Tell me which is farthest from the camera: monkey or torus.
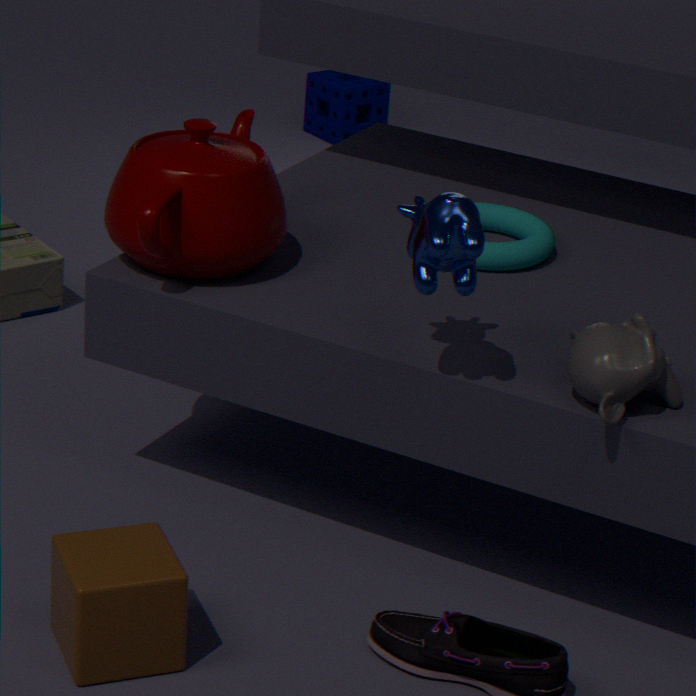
torus
